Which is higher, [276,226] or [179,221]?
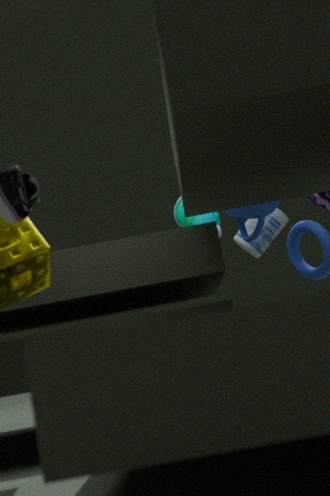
[179,221]
